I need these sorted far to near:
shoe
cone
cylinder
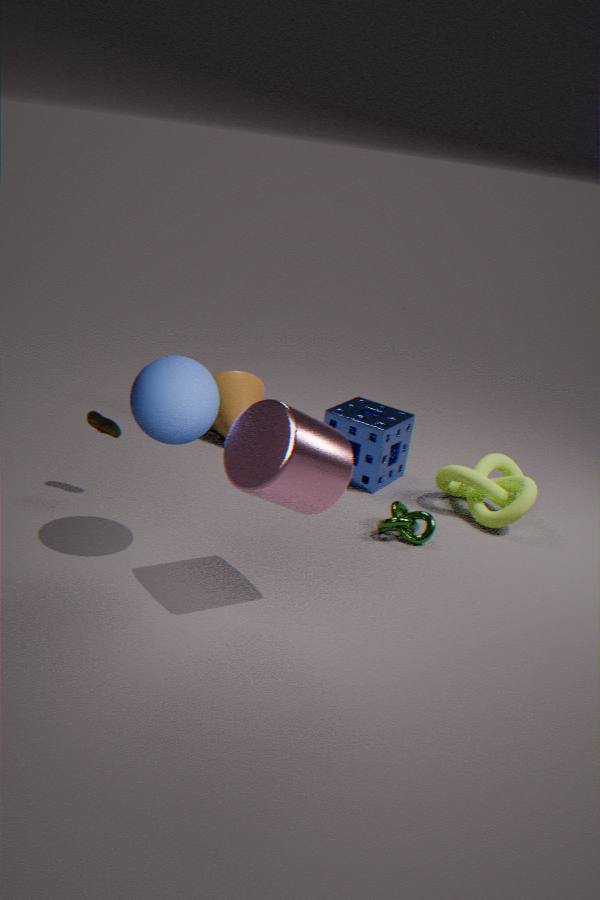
cone < shoe < cylinder
